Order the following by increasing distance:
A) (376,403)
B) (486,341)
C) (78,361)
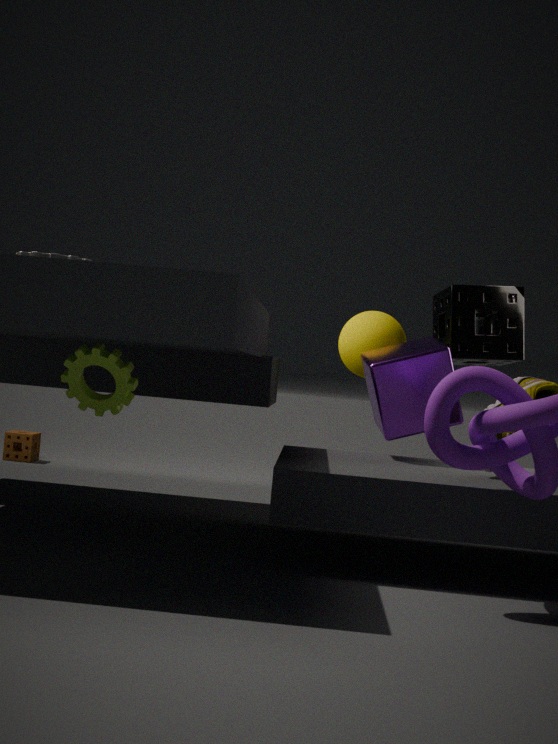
(78,361) < (376,403) < (486,341)
